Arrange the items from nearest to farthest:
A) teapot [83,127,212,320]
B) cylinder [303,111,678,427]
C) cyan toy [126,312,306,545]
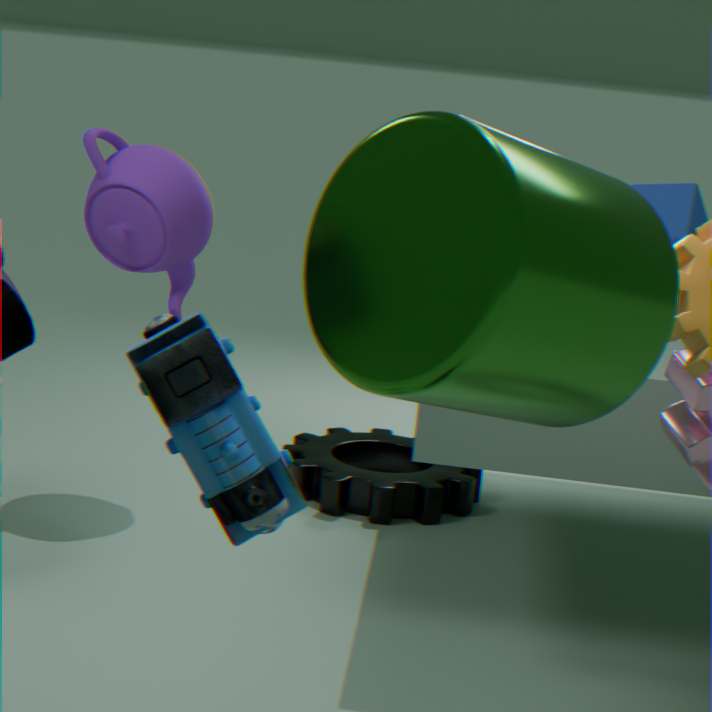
cylinder [303,111,678,427]
cyan toy [126,312,306,545]
teapot [83,127,212,320]
